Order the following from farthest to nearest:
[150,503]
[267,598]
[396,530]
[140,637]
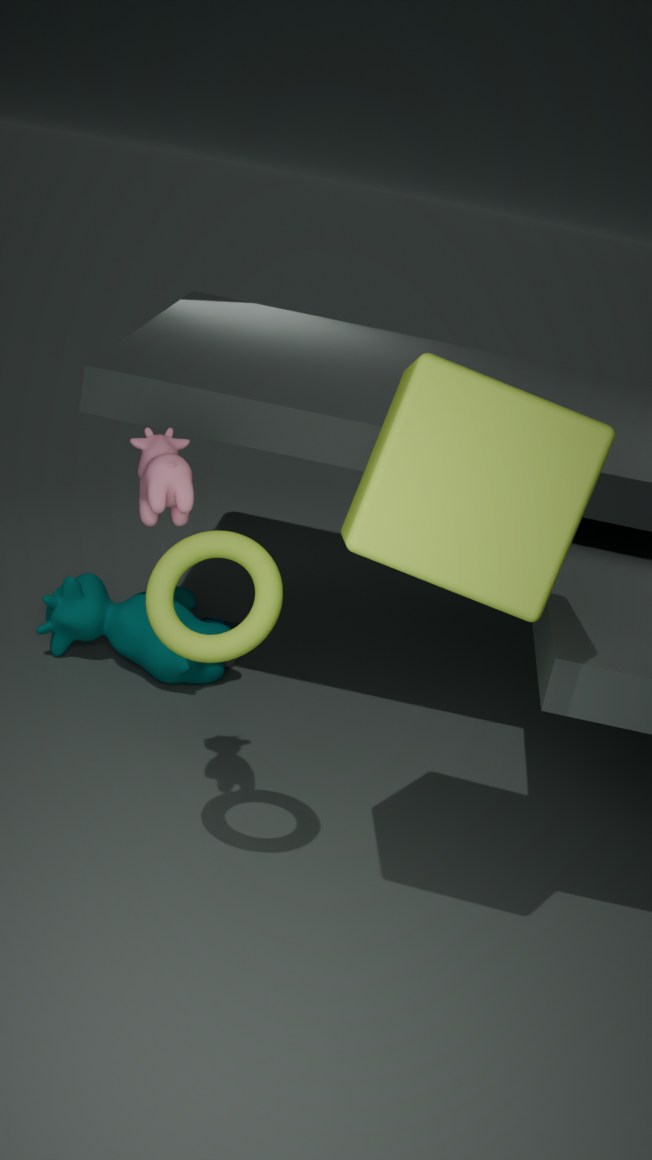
[140,637] < [150,503] < [267,598] < [396,530]
